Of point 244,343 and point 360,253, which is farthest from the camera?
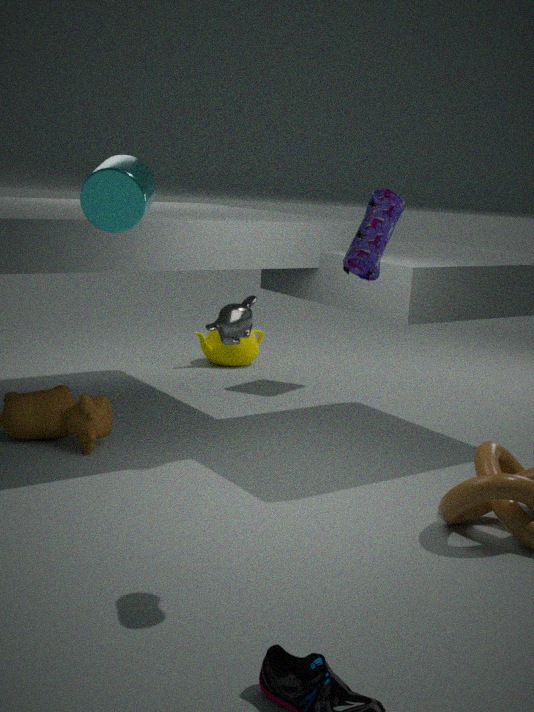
point 244,343
